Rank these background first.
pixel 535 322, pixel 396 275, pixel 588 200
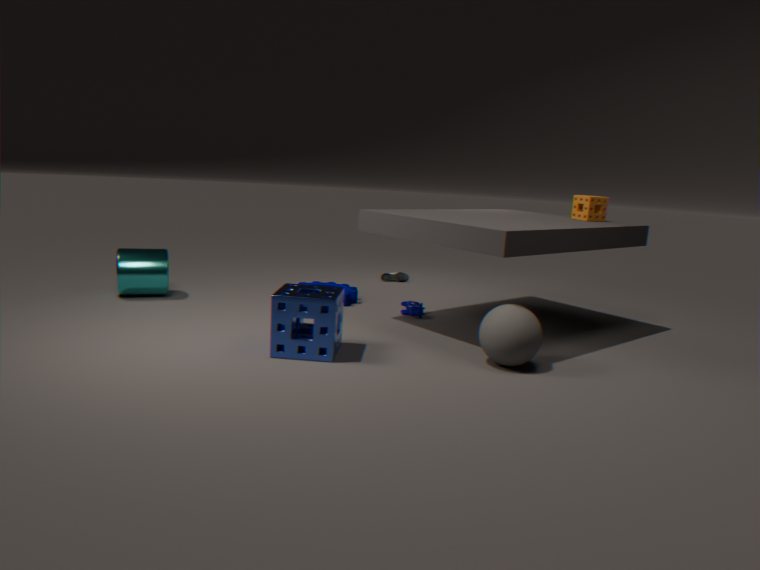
pixel 396 275 < pixel 588 200 < pixel 535 322
